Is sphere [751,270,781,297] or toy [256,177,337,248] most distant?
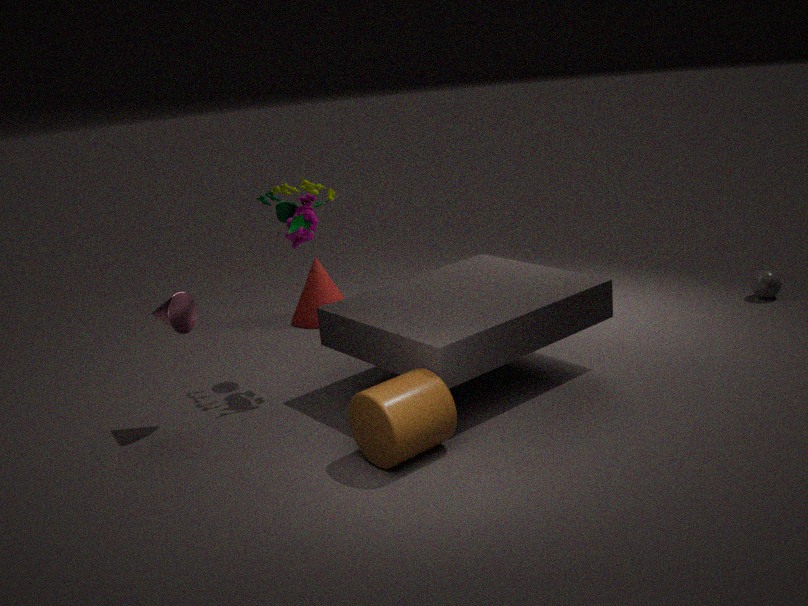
sphere [751,270,781,297]
